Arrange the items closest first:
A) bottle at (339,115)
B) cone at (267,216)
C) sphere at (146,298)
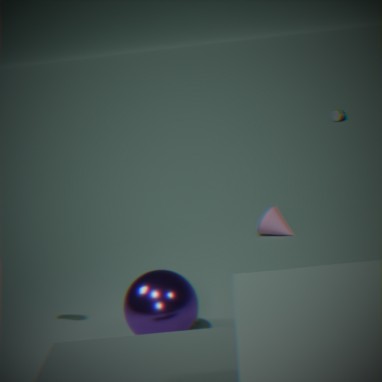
sphere at (146,298) → cone at (267,216) → bottle at (339,115)
